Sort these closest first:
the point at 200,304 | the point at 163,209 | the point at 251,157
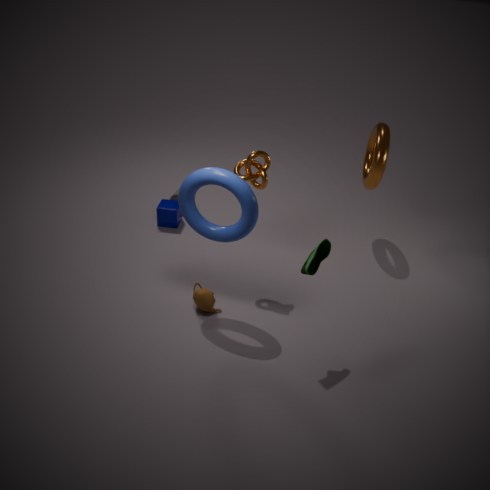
the point at 251,157, the point at 200,304, the point at 163,209
